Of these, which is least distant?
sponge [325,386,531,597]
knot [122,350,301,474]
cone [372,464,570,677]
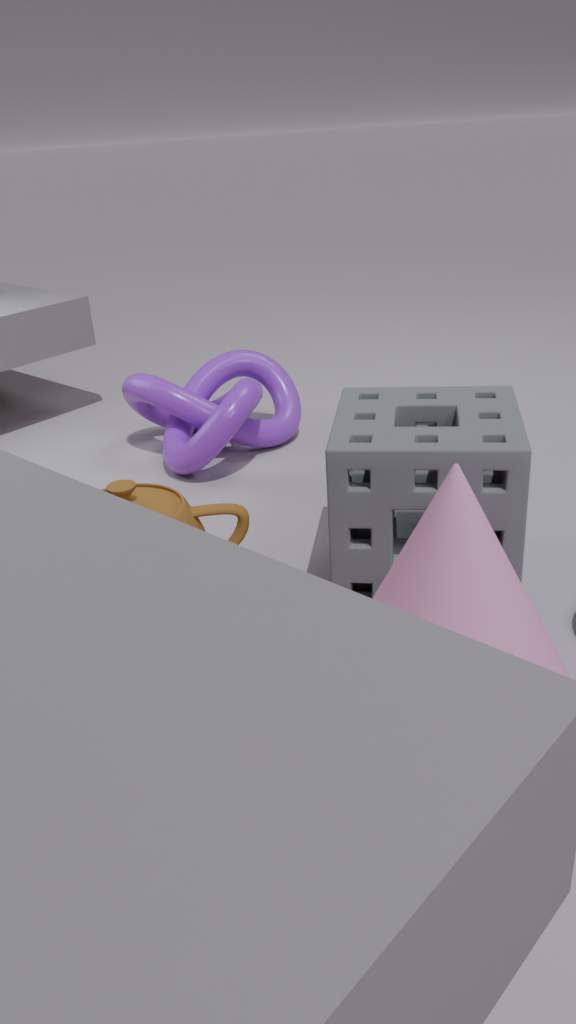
cone [372,464,570,677]
